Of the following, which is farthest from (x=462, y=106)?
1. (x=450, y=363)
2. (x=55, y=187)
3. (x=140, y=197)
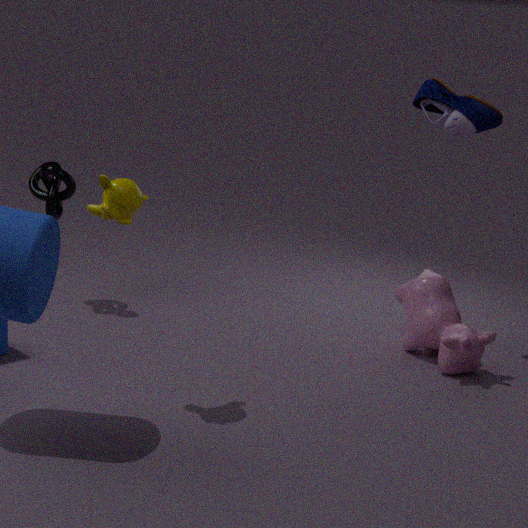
(x=55, y=187)
